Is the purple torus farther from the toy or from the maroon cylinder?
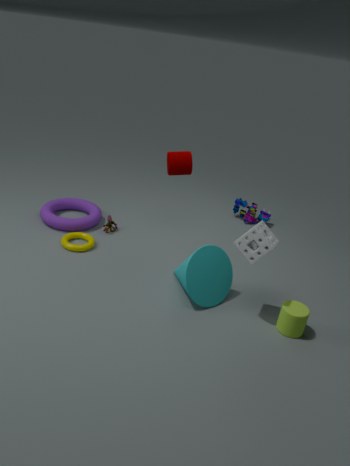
the maroon cylinder
